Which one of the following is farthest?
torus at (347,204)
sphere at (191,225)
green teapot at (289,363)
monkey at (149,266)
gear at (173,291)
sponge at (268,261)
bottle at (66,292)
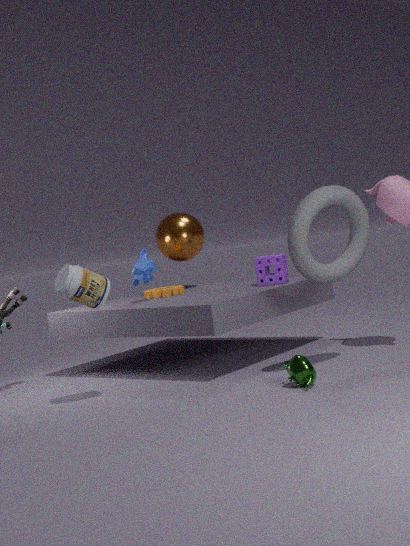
sphere at (191,225)
